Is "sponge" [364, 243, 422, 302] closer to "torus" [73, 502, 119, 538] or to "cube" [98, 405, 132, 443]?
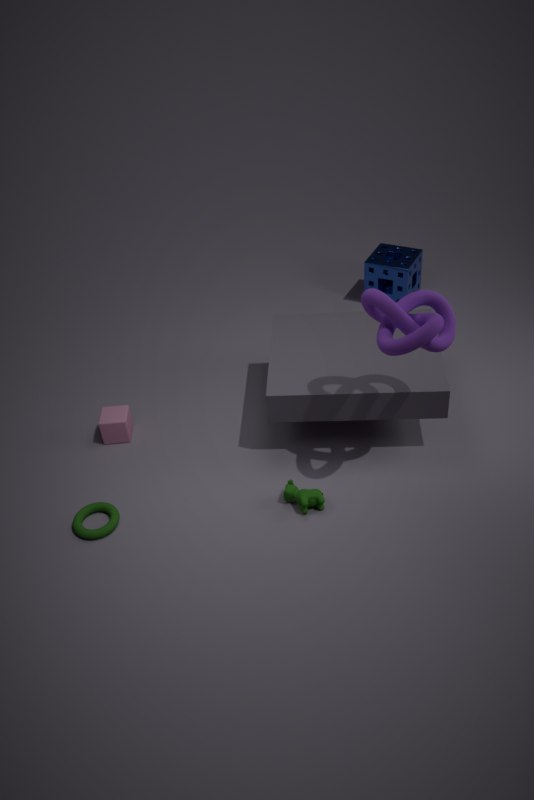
"cube" [98, 405, 132, 443]
